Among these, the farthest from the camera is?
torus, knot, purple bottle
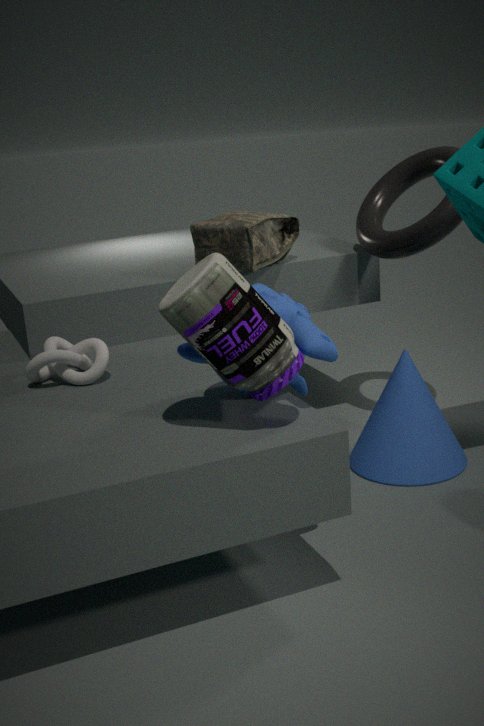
torus
